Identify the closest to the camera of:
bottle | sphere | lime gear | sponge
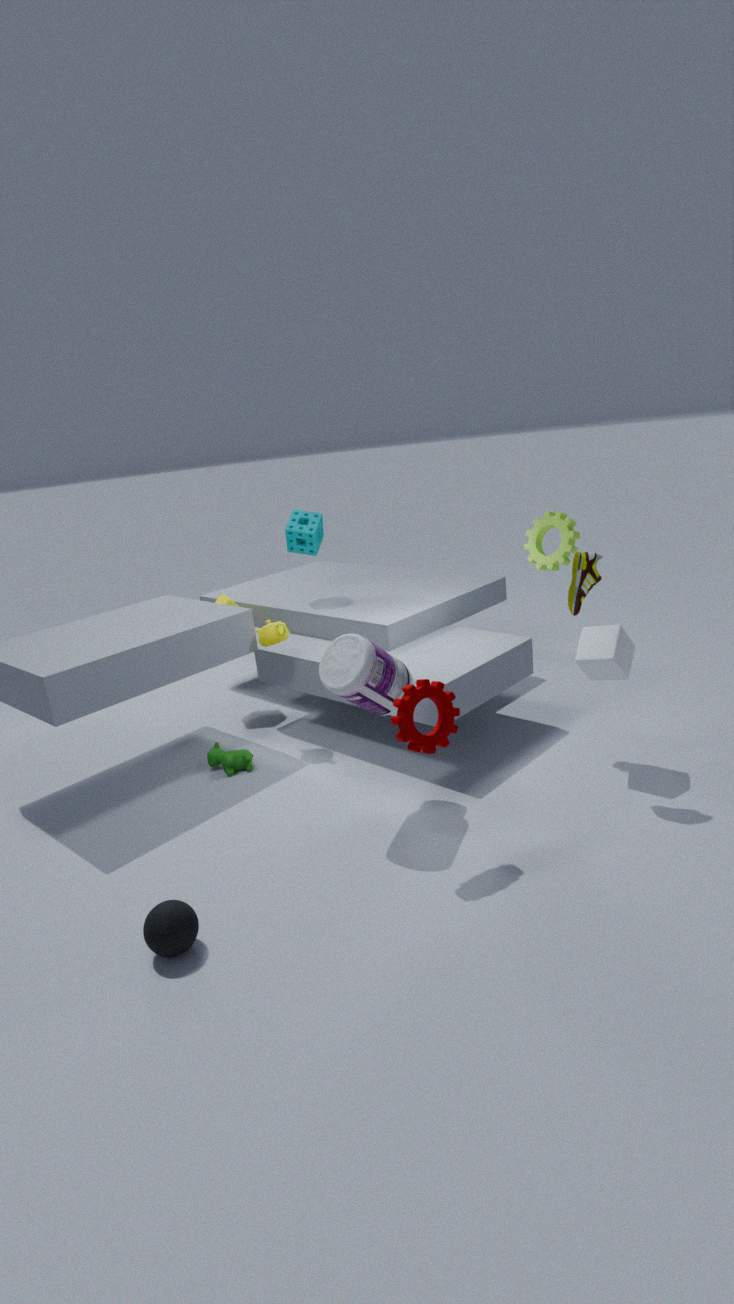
sphere
